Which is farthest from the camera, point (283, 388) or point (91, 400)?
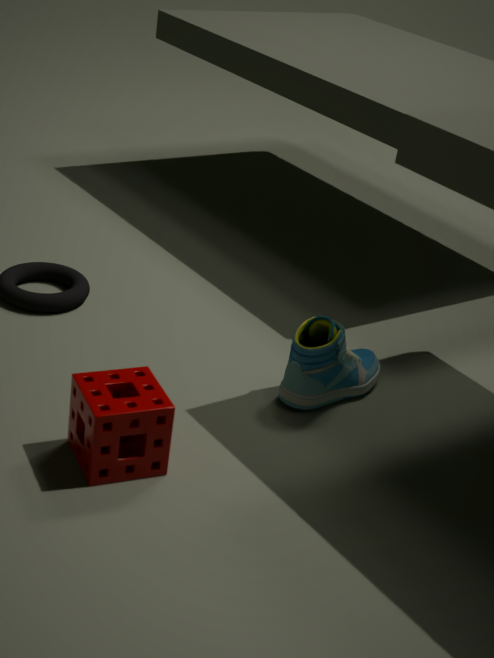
point (283, 388)
